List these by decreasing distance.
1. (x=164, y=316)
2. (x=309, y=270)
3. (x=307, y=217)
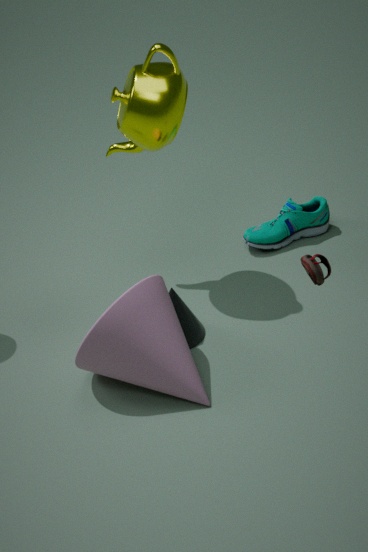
(x=307, y=217)
(x=164, y=316)
(x=309, y=270)
